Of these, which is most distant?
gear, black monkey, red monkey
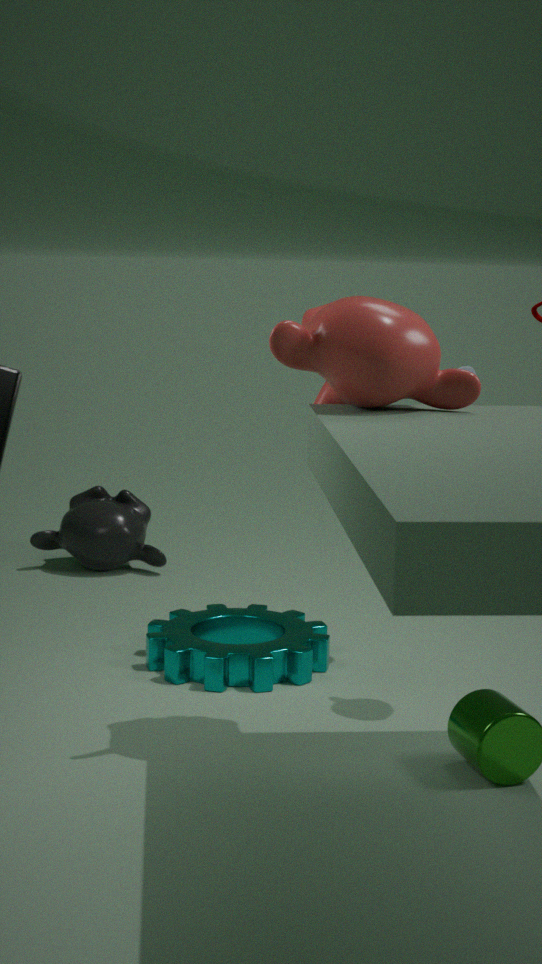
black monkey
